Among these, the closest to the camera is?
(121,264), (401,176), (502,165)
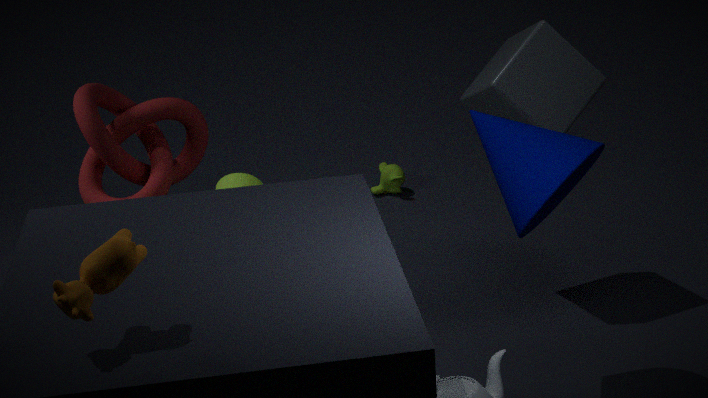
(121,264)
